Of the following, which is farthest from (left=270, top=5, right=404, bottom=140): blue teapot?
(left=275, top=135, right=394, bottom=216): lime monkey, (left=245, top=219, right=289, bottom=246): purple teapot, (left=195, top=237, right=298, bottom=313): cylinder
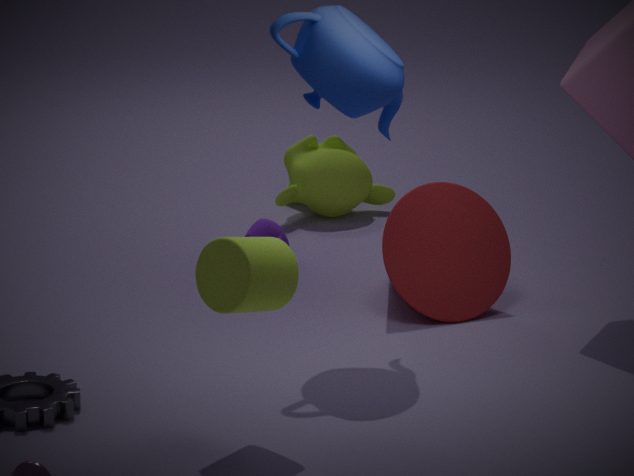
(left=275, top=135, right=394, bottom=216): lime monkey
